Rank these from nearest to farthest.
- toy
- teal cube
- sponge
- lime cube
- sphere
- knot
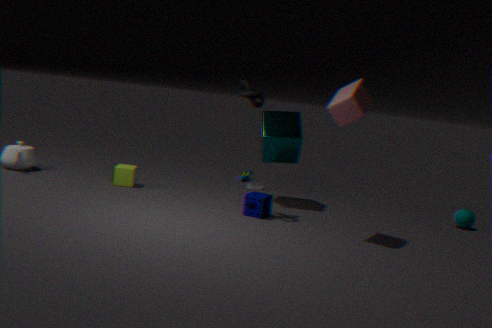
1. toy
2. knot
3. sponge
4. teal cube
5. sphere
6. lime cube
